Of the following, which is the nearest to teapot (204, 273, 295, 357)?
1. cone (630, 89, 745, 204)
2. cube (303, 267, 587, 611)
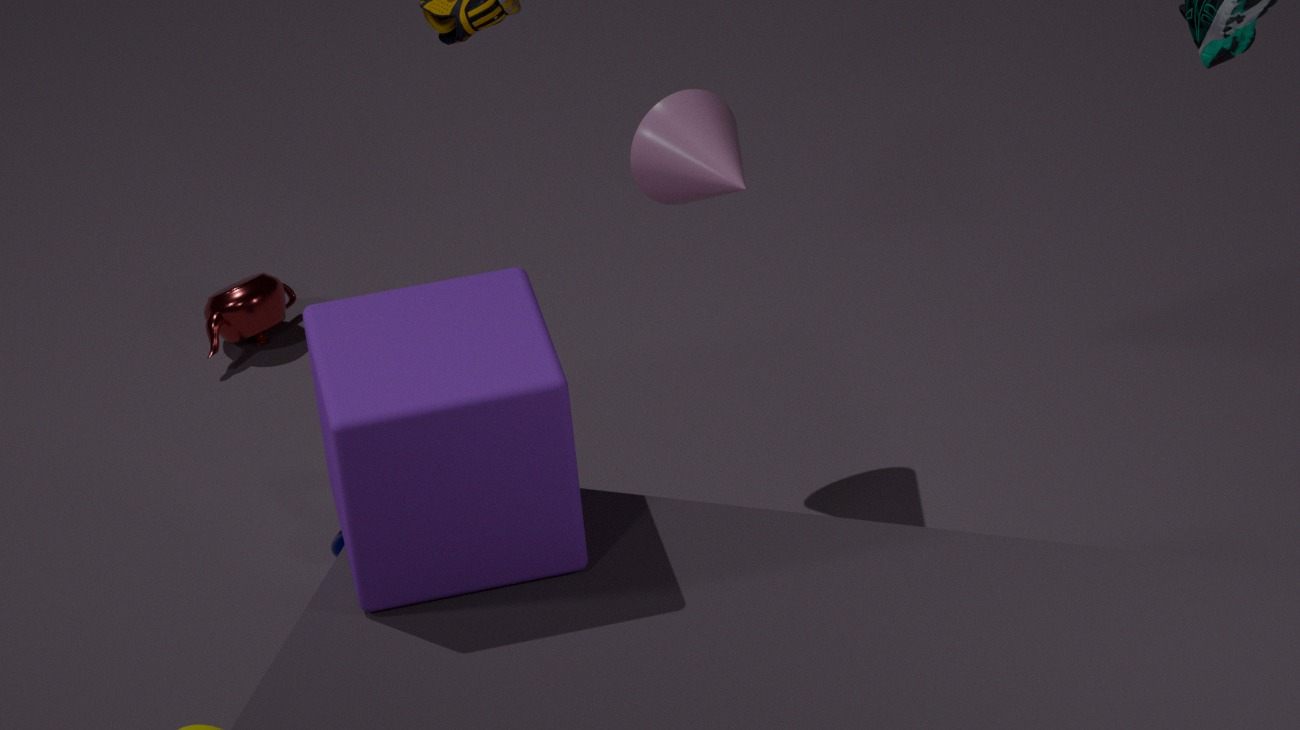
cone (630, 89, 745, 204)
